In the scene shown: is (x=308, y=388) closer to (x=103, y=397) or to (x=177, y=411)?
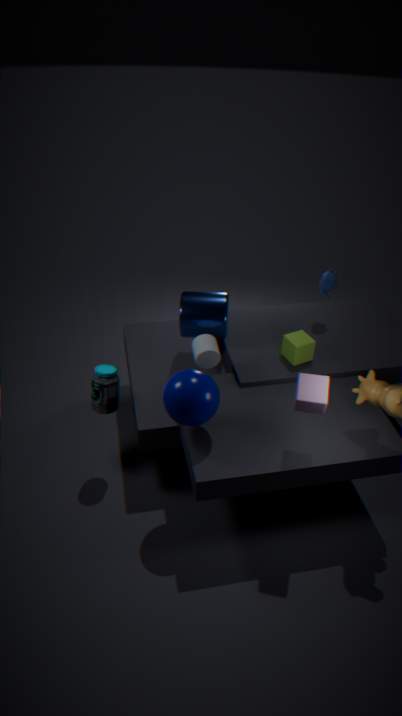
(x=177, y=411)
